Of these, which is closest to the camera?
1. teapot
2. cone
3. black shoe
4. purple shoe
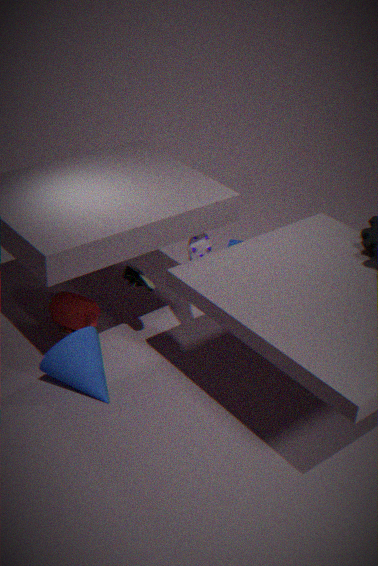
cone
